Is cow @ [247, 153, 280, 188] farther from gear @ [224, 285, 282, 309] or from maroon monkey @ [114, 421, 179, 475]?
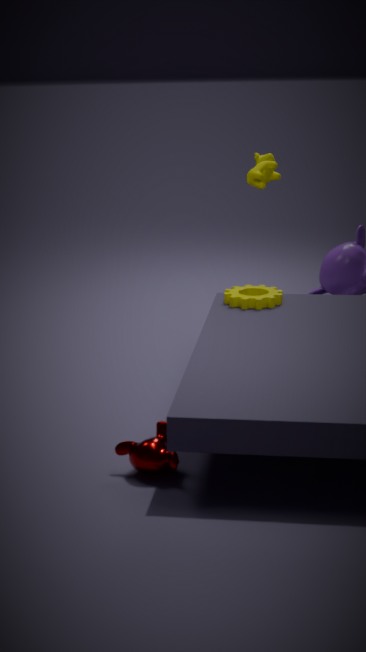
maroon monkey @ [114, 421, 179, 475]
